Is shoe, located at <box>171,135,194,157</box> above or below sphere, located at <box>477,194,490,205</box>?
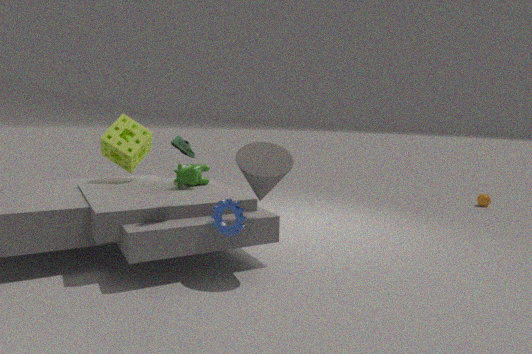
above
